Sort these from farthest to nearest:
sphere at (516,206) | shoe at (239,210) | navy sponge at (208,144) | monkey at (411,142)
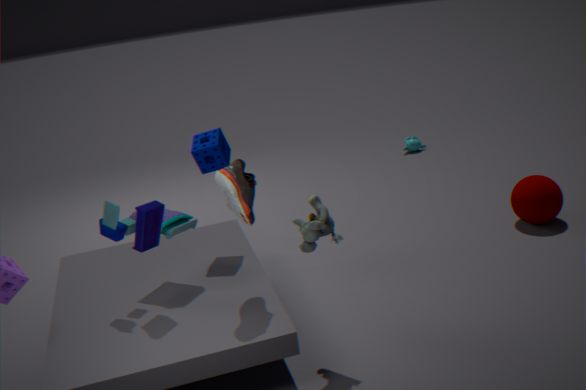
monkey at (411,142) → sphere at (516,206) → navy sponge at (208,144) → shoe at (239,210)
